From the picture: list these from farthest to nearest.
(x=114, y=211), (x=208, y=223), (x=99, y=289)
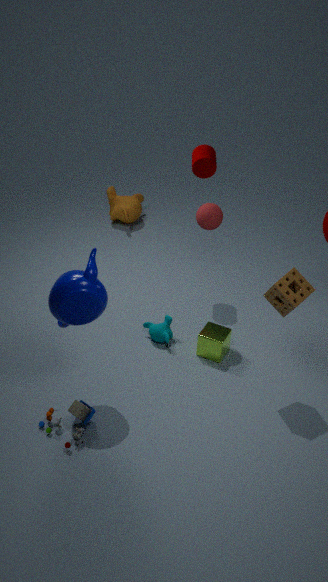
(x=114, y=211)
(x=208, y=223)
(x=99, y=289)
